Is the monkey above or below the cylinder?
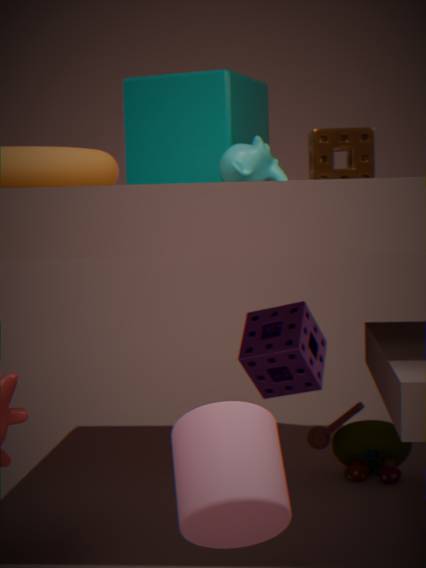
above
